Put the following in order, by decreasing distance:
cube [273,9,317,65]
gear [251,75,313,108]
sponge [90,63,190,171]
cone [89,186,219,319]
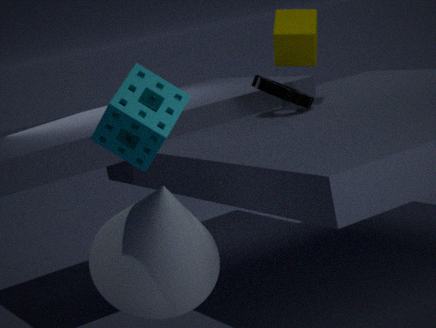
cube [273,9,317,65]
gear [251,75,313,108]
cone [89,186,219,319]
sponge [90,63,190,171]
